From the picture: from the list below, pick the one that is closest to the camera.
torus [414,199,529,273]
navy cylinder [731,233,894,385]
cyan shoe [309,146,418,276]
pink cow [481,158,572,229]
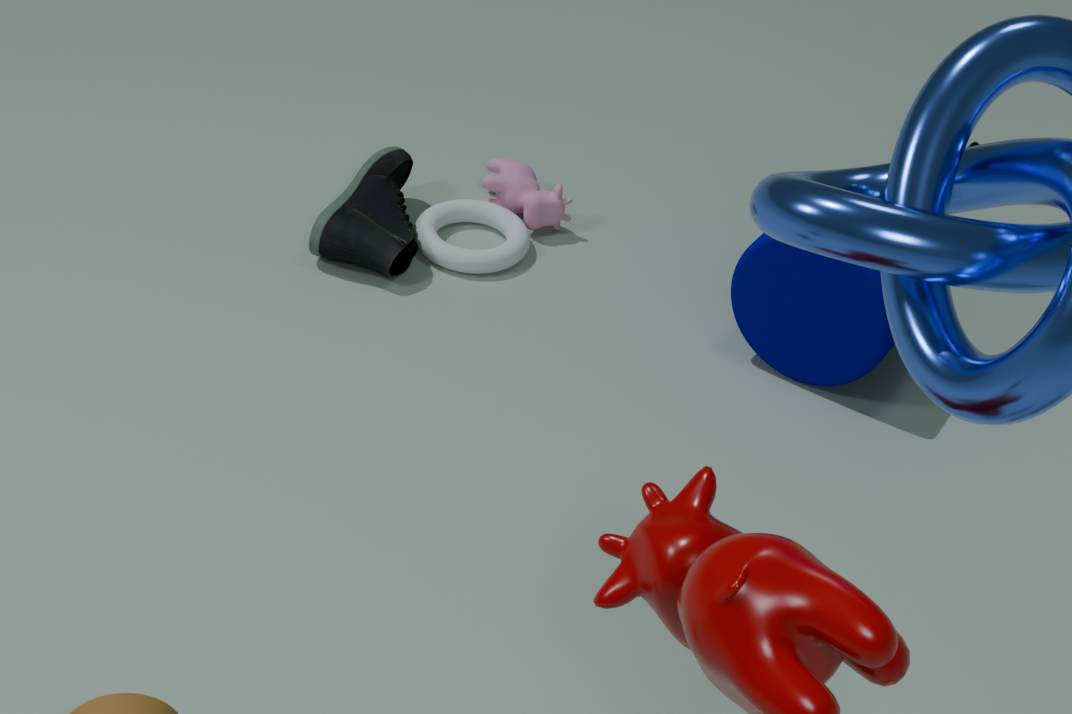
navy cylinder [731,233,894,385]
